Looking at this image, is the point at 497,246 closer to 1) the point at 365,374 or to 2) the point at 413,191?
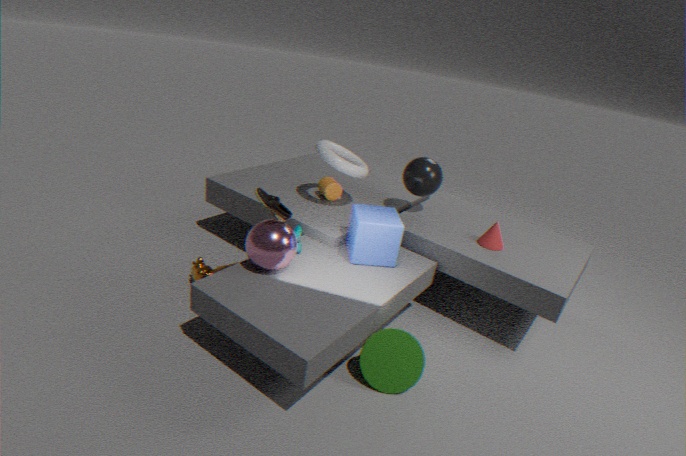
2) the point at 413,191
